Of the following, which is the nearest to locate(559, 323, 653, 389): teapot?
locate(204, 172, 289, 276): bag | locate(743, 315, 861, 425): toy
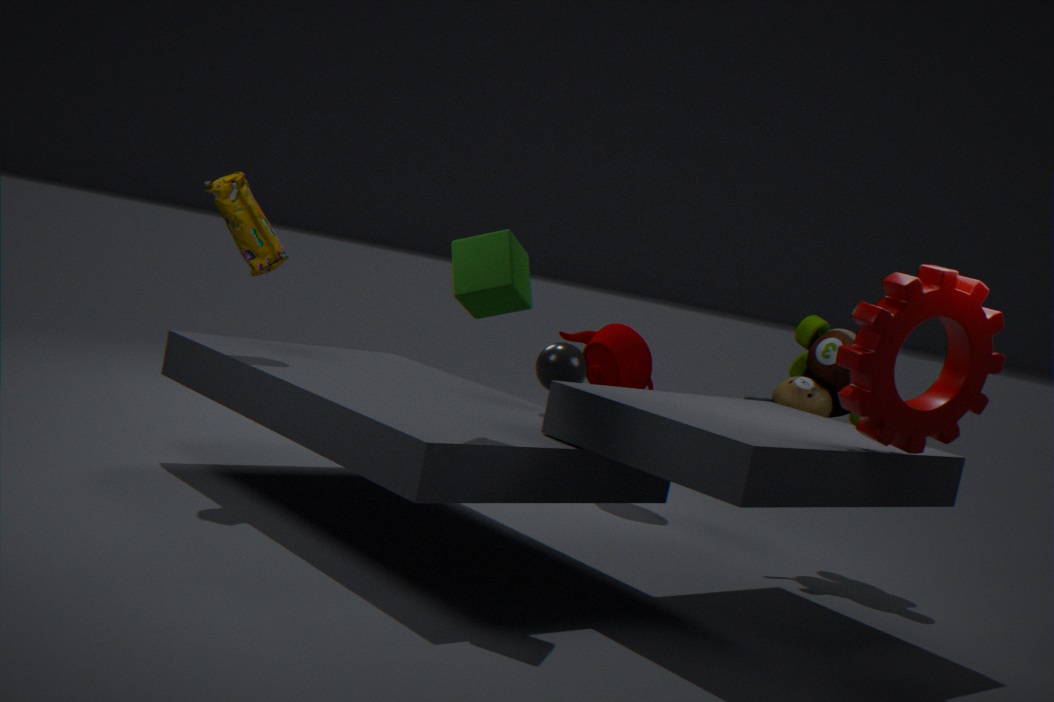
locate(743, 315, 861, 425): toy
